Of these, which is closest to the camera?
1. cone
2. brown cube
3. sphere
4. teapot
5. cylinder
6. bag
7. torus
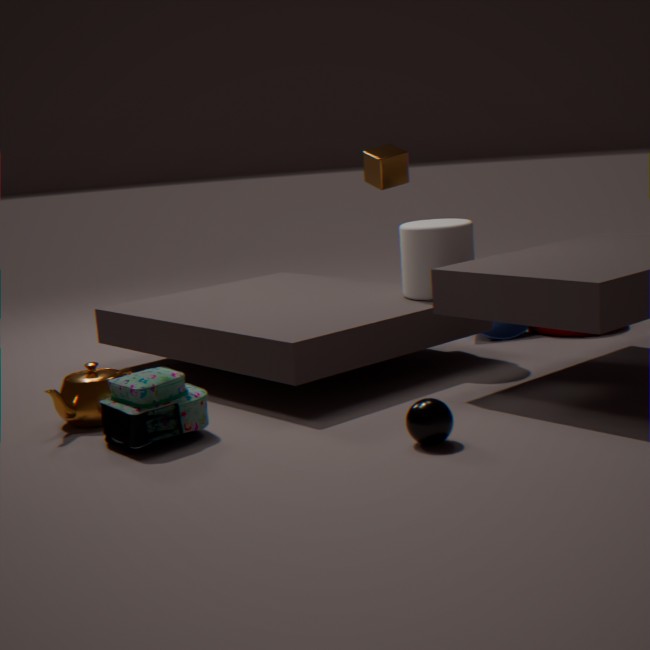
sphere
